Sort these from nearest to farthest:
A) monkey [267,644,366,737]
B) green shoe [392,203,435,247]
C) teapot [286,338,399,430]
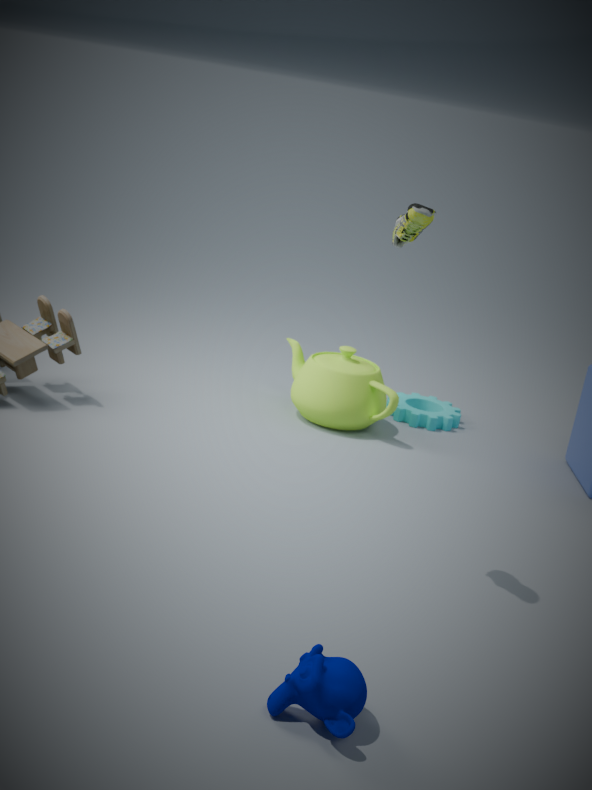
monkey [267,644,366,737] → green shoe [392,203,435,247] → teapot [286,338,399,430]
